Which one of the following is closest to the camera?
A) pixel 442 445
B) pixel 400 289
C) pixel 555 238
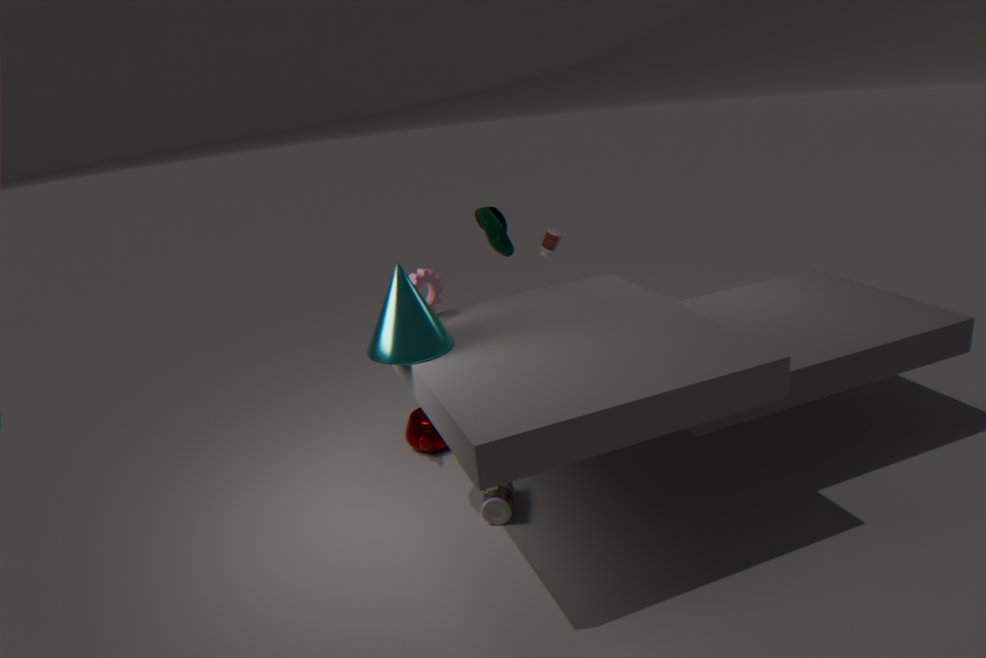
pixel 400 289
